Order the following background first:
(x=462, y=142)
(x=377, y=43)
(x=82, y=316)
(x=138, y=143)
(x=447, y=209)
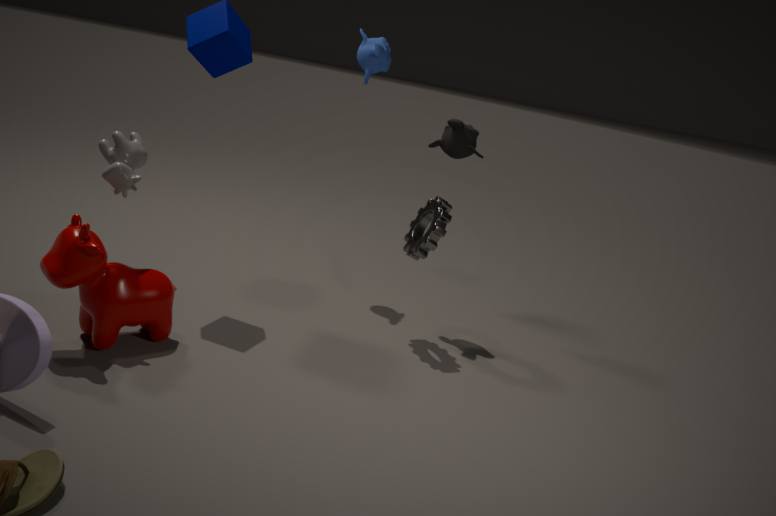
1. (x=377, y=43)
2. (x=462, y=142)
3. (x=447, y=209)
4. (x=138, y=143)
5. (x=82, y=316)
